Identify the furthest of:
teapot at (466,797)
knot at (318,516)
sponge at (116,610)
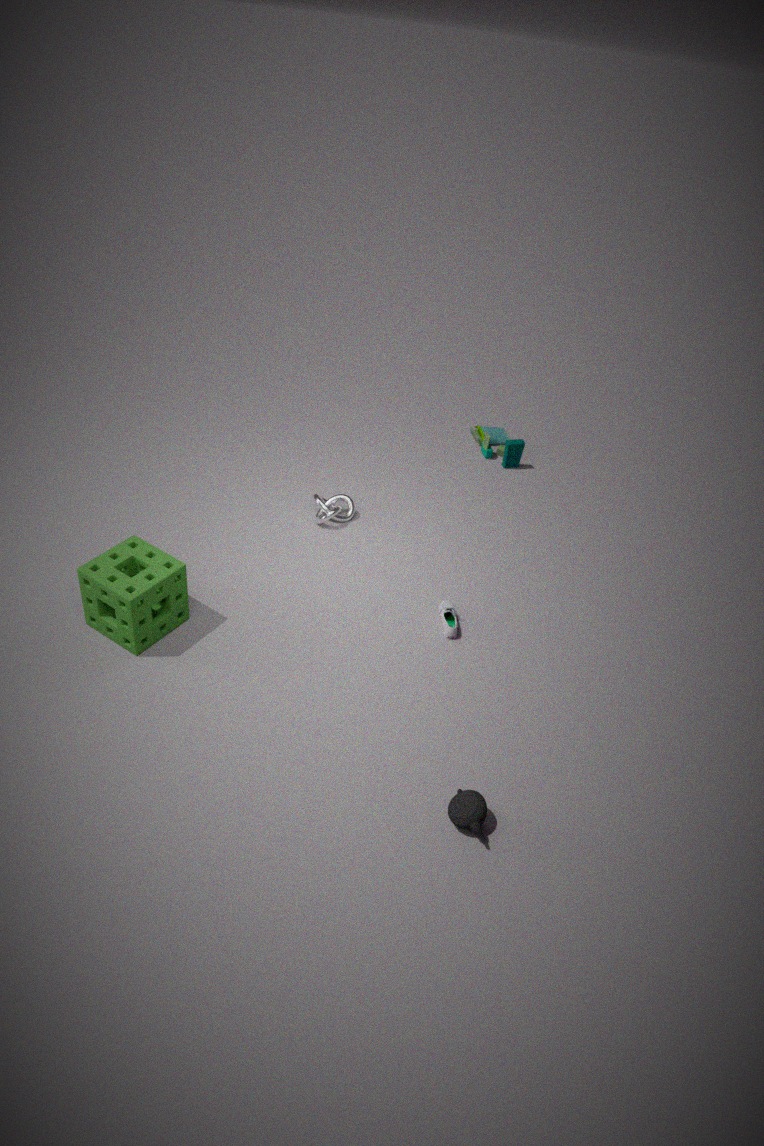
knot at (318,516)
